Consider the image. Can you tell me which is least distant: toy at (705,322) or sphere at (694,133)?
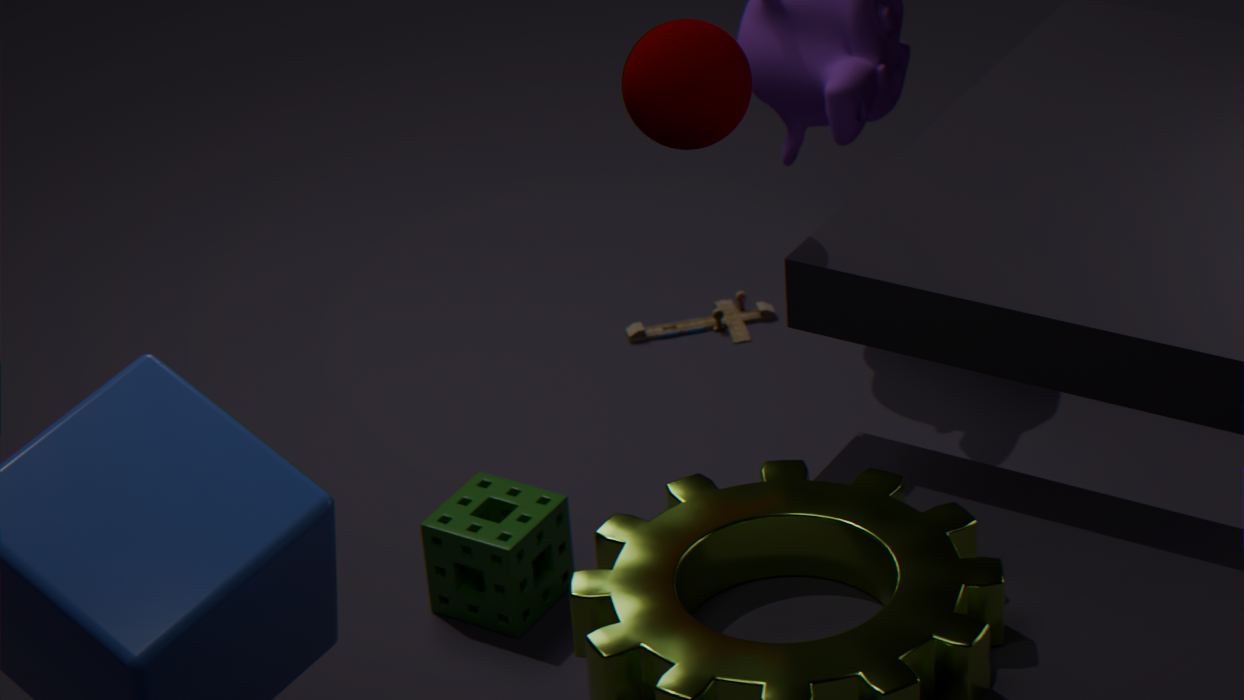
sphere at (694,133)
